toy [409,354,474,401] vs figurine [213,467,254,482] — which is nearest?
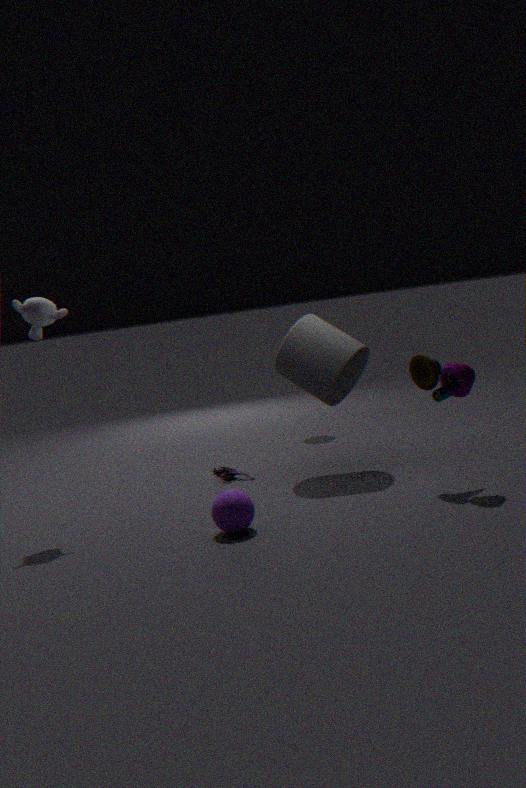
toy [409,354,474,401]
